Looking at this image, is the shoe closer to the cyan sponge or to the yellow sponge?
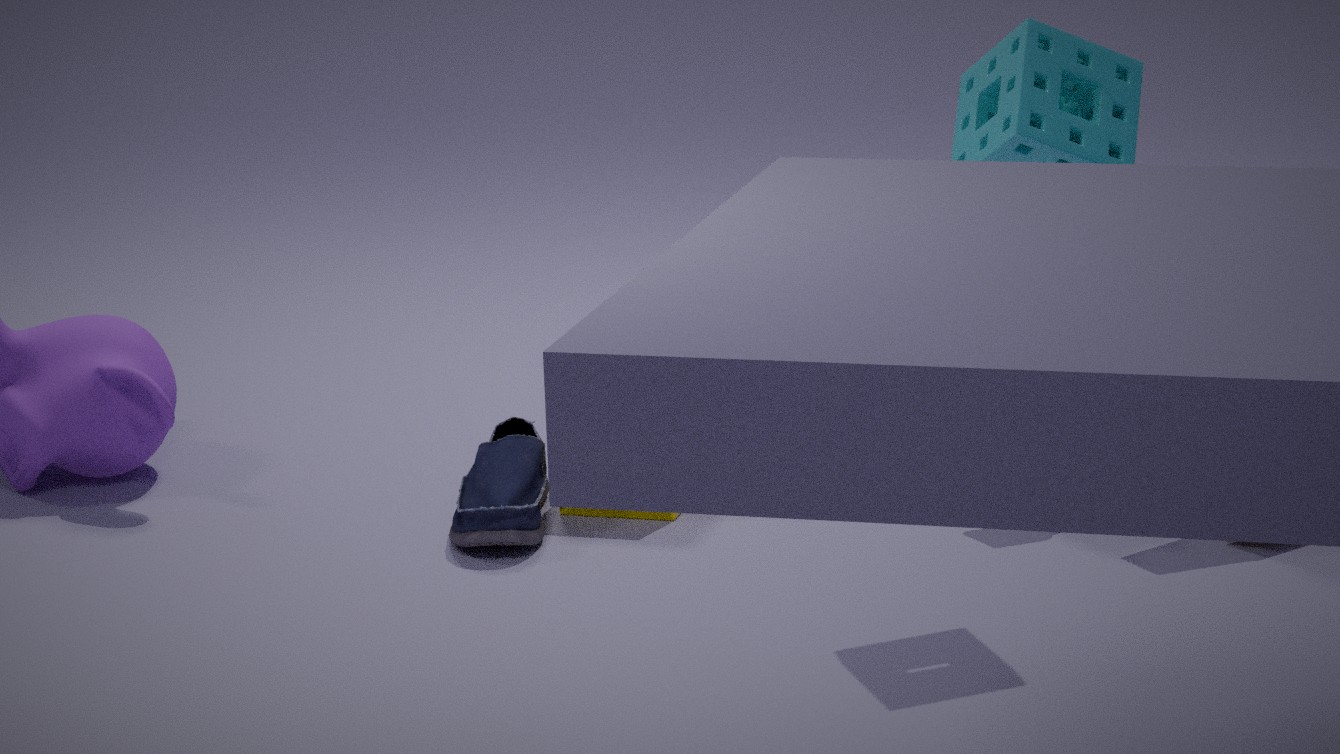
the yellow sponge
